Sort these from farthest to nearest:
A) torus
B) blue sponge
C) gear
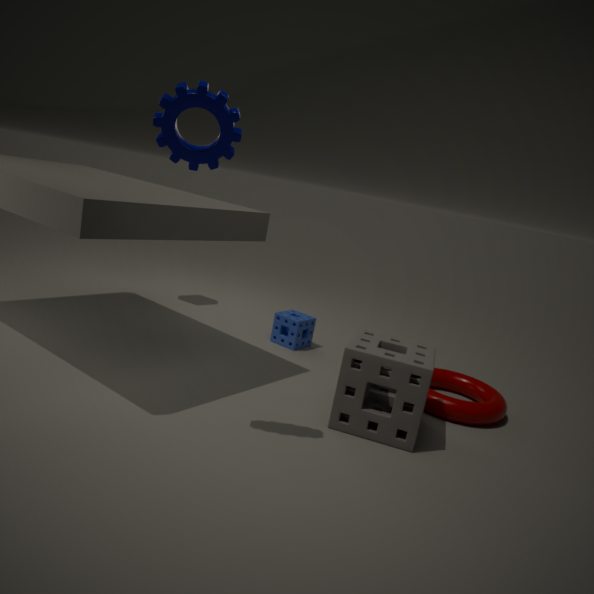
blue sponge
torus
gear
